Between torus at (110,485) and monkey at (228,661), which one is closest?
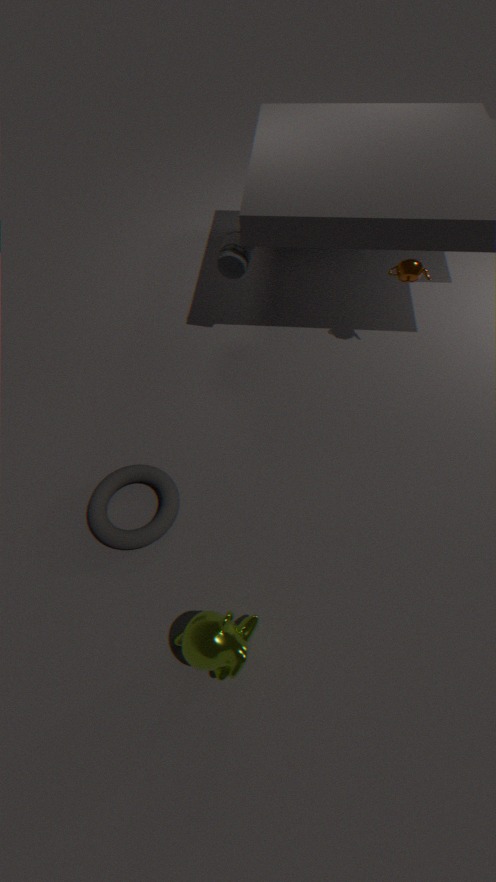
monkey at (228,661)
